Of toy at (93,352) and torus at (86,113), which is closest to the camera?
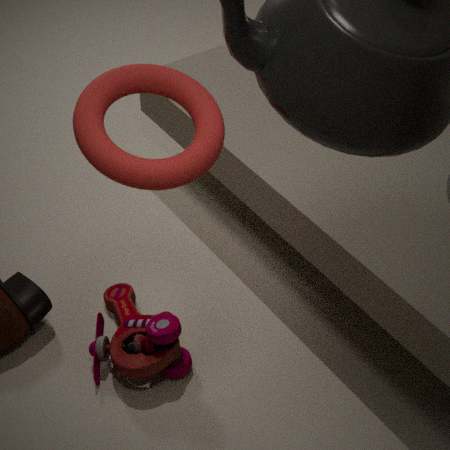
torus at (86,113)
